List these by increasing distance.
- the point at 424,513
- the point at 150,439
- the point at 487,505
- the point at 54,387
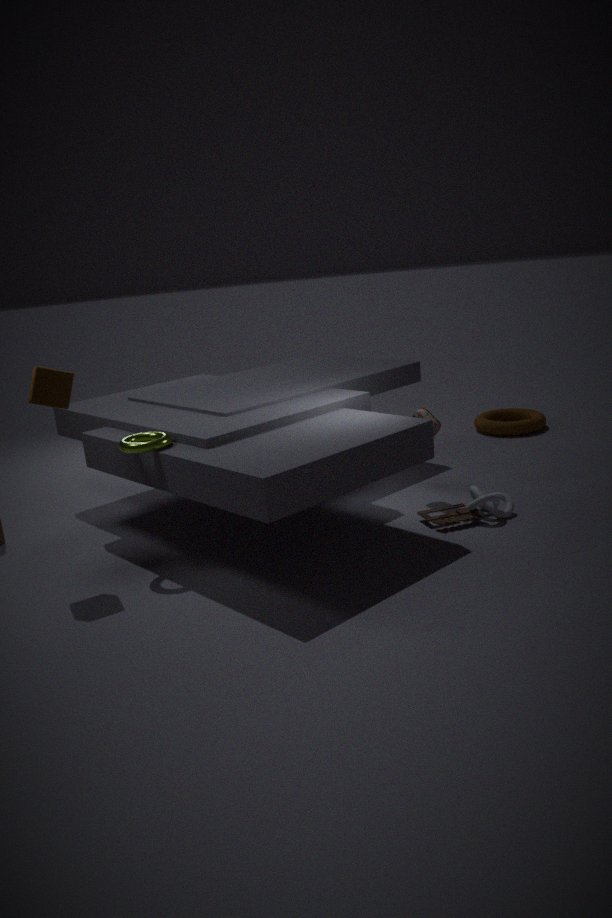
the point at 54,387 → the point at 150,439 → the point at 487,505 → the point at 424,513
